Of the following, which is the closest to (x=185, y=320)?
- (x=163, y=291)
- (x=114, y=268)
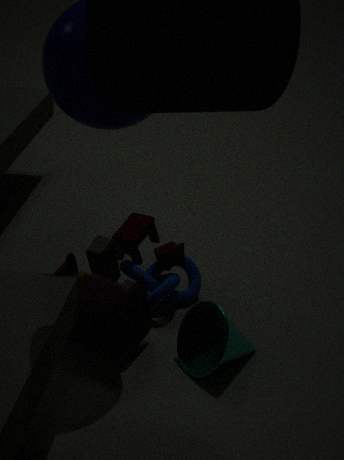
(x=114, y=268)
